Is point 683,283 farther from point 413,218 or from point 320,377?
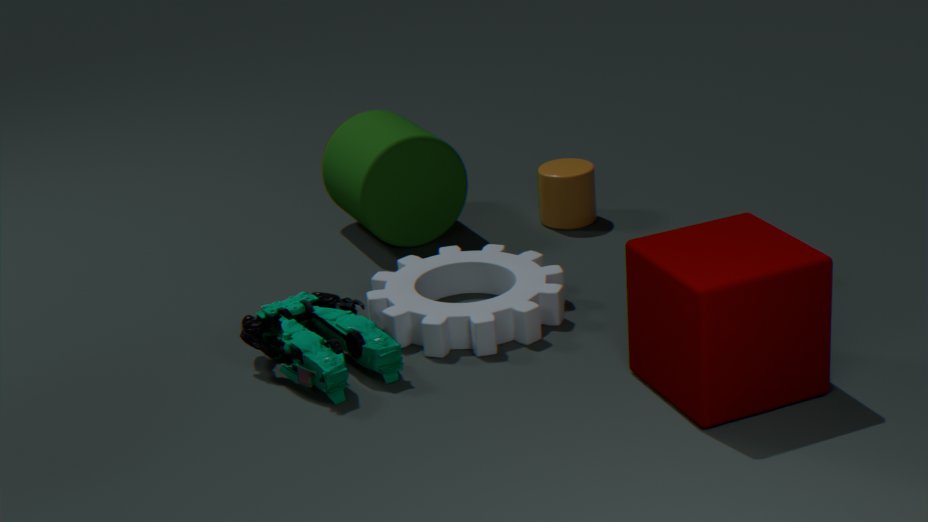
point 413,218
